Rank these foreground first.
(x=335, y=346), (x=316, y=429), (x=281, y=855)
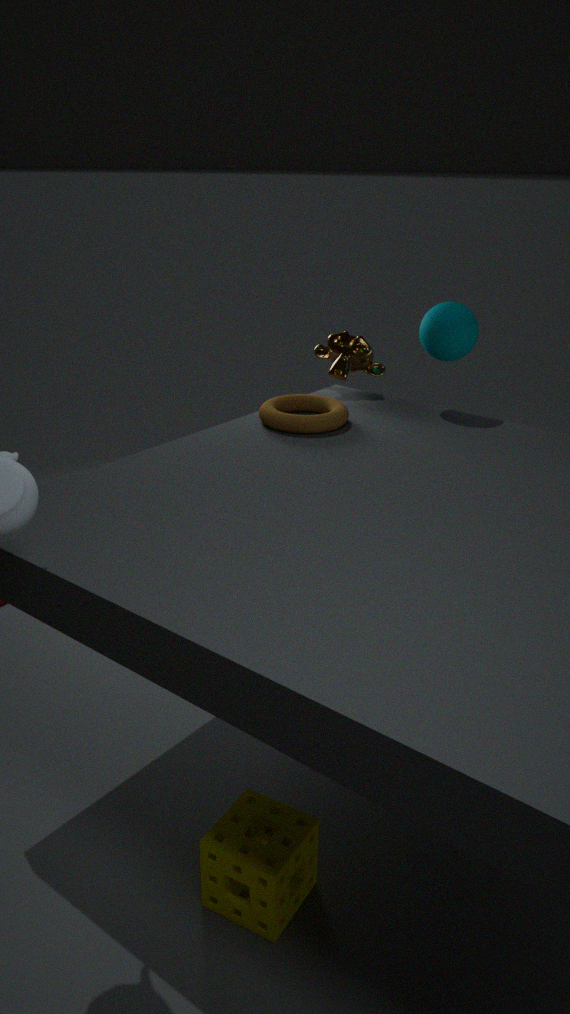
1. (x=281, y=855)
2. (x=316, y=429)
3. (x=335, y=346)
